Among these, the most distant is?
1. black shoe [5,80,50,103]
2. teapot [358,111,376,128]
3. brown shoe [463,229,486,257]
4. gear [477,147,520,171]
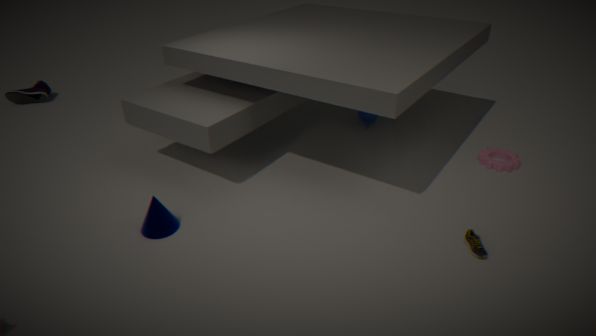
black shoe [5,80,50,103]
